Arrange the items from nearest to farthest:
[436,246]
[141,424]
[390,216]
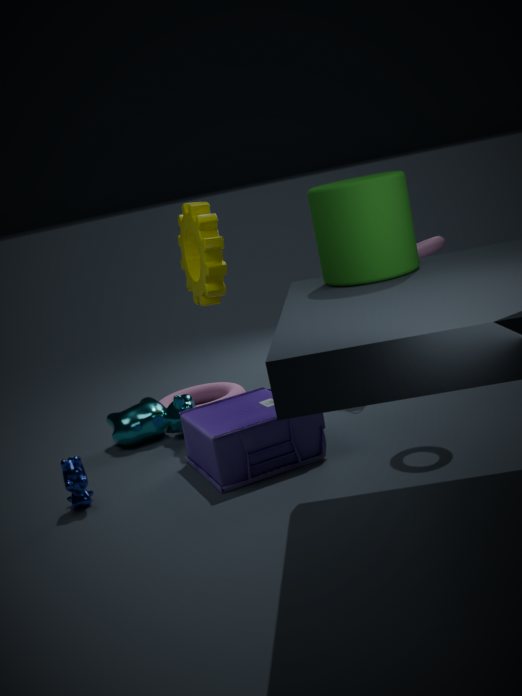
[390,216]
[436,246]
[141,424]
